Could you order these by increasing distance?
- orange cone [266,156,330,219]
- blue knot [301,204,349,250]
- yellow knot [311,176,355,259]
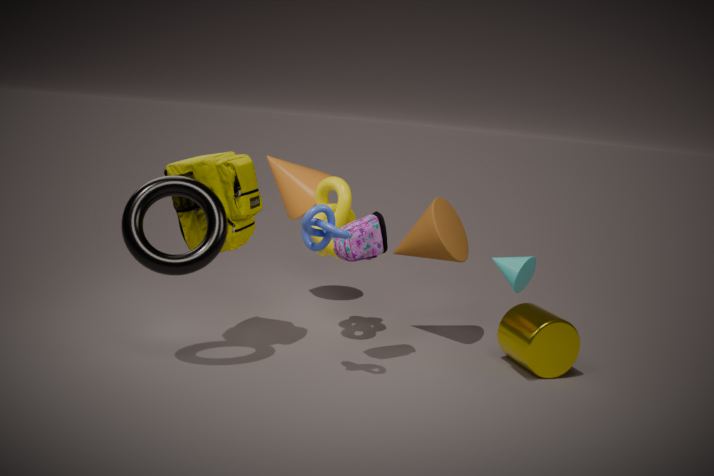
blue knot [301,204,349,250] < yellow knot [311,176,355,259] < orange cone [266,156,330,219]
